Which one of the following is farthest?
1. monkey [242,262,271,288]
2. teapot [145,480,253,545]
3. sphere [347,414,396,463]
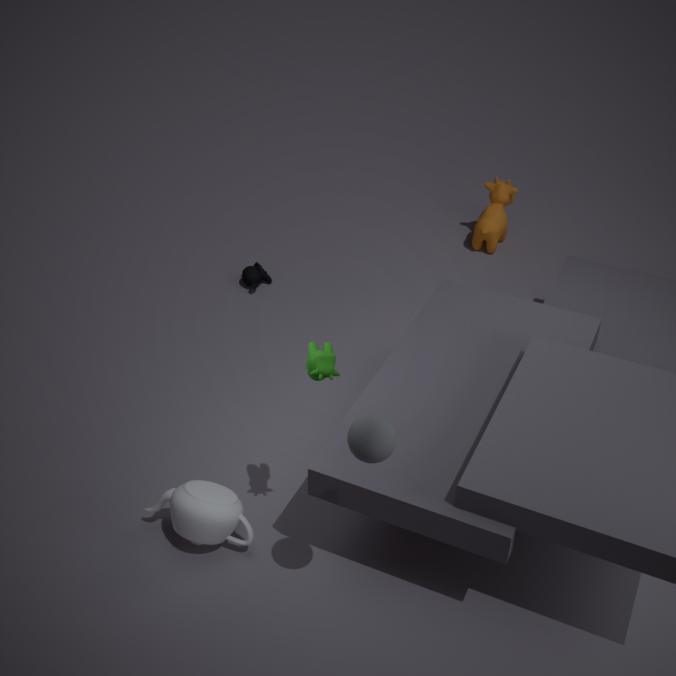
monkey [242,262,271,288]
